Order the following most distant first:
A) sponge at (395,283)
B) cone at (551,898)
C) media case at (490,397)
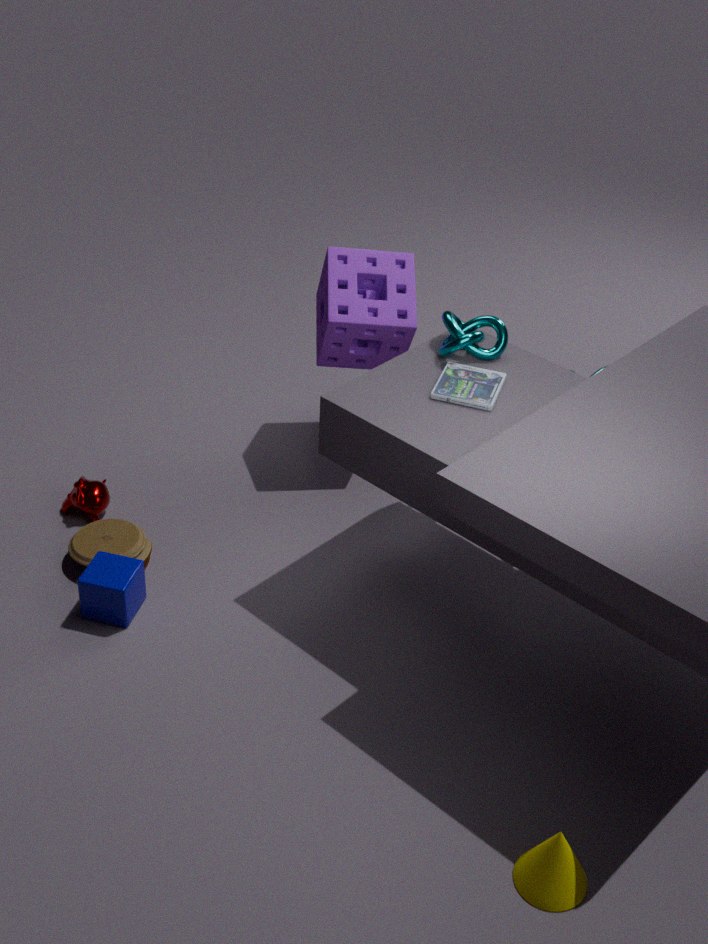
sponge at (395,283) < media case at (490,397) < cone at (551,898)
